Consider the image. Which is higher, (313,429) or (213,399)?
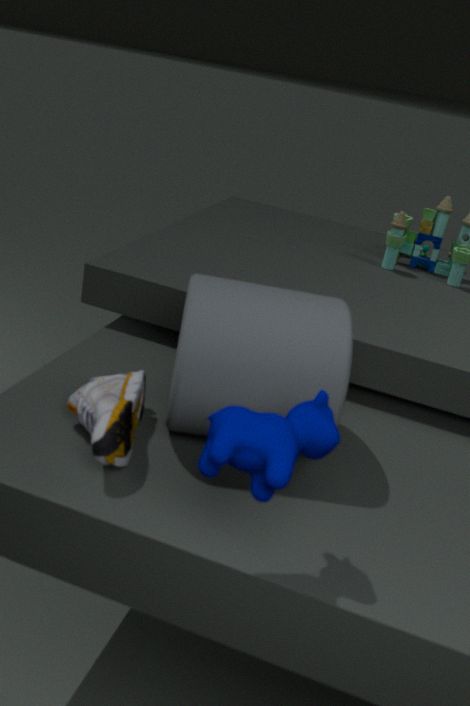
(313,429)
